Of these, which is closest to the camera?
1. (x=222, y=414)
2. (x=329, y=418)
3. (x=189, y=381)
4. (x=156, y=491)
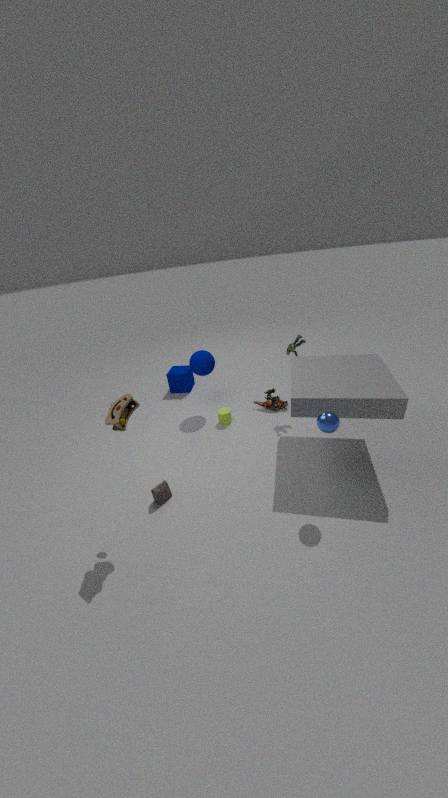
(x=329, y=418)
